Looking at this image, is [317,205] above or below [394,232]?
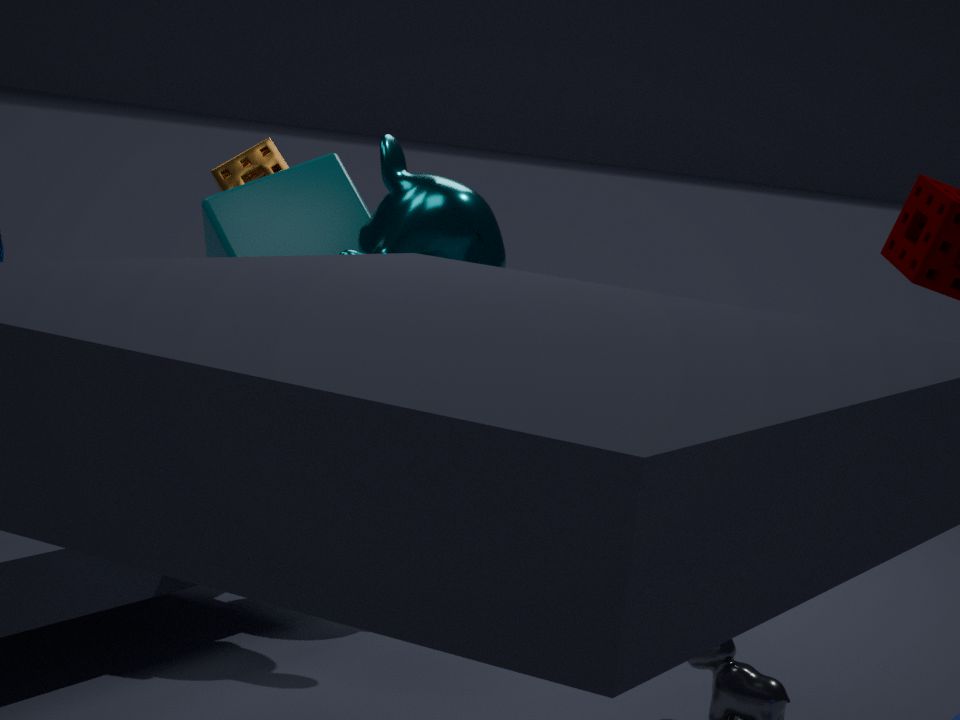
below
